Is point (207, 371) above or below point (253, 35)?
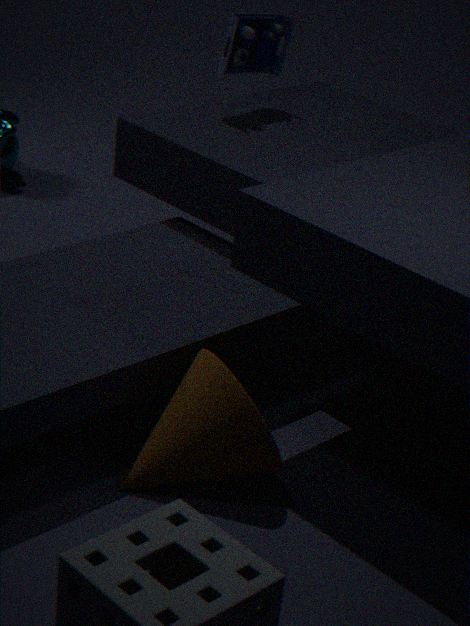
below
